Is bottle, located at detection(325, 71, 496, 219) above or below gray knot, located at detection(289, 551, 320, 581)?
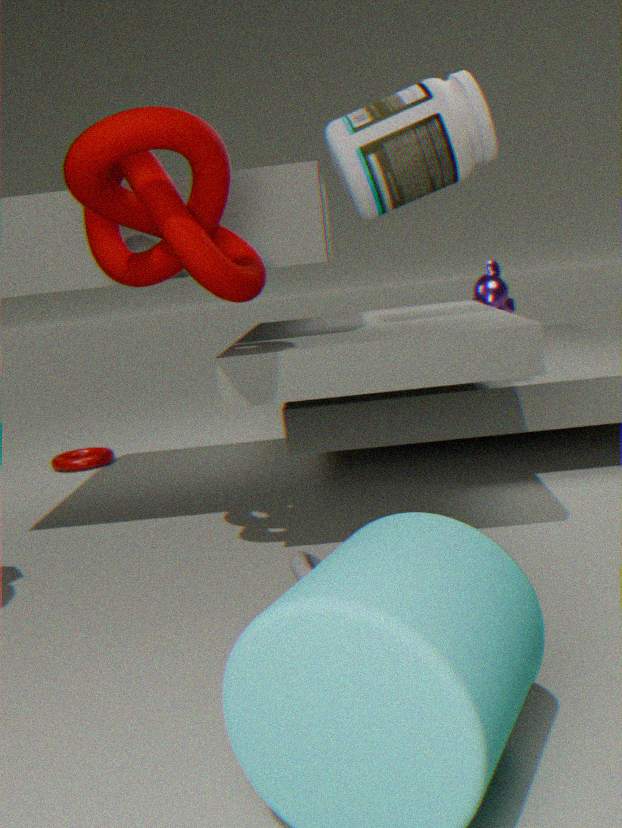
above
